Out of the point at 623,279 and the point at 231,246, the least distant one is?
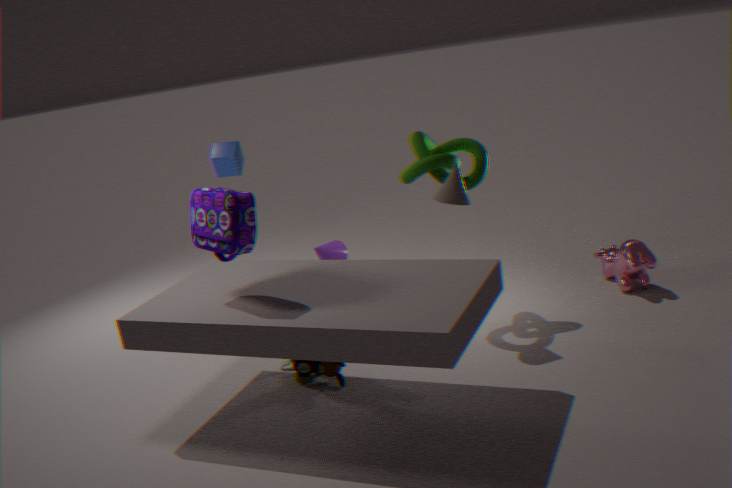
the point at 231,246
